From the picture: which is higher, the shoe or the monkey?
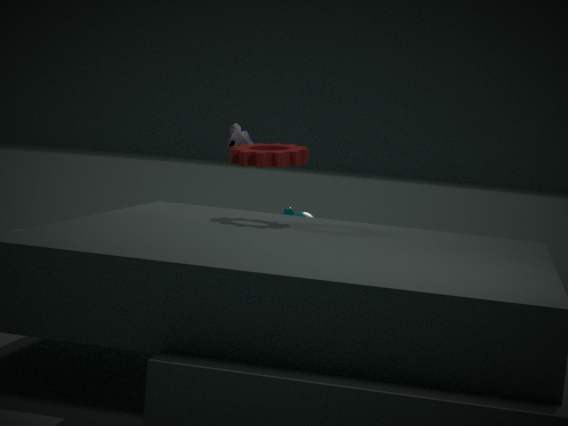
the shoe
